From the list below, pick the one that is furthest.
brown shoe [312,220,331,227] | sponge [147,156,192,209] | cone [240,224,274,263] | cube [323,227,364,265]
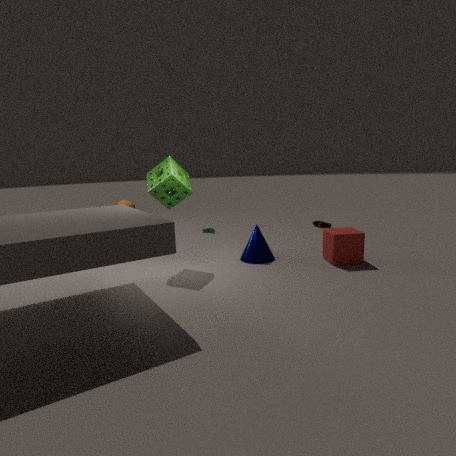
brown shoe [312,220,331,227]
